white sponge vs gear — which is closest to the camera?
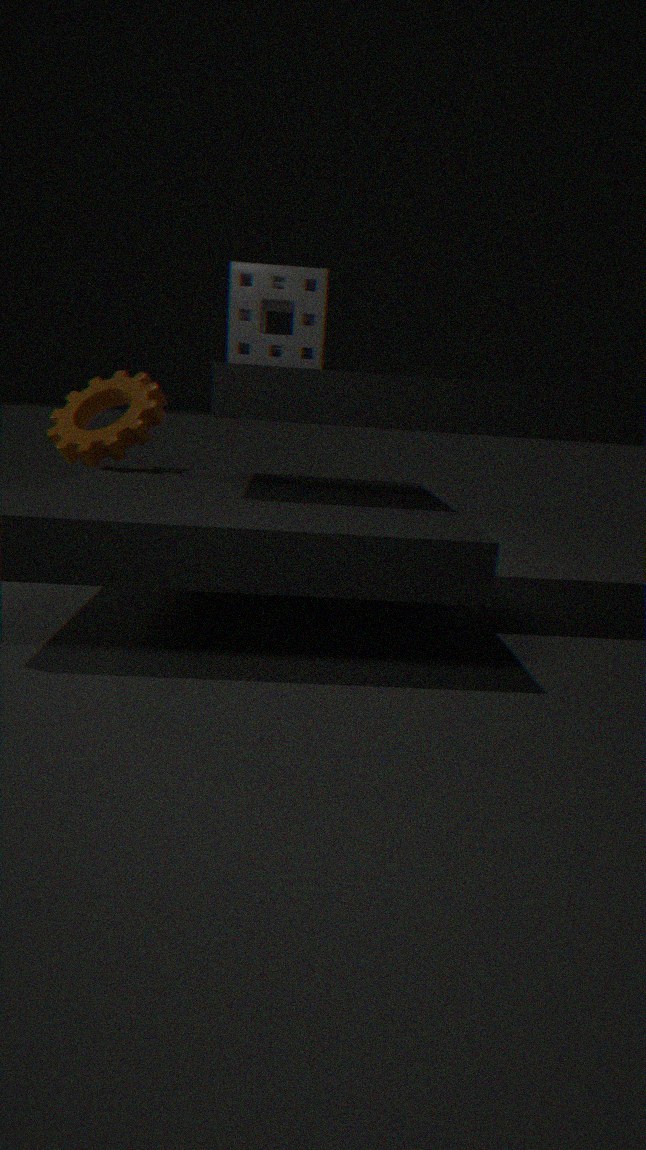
white sponge
